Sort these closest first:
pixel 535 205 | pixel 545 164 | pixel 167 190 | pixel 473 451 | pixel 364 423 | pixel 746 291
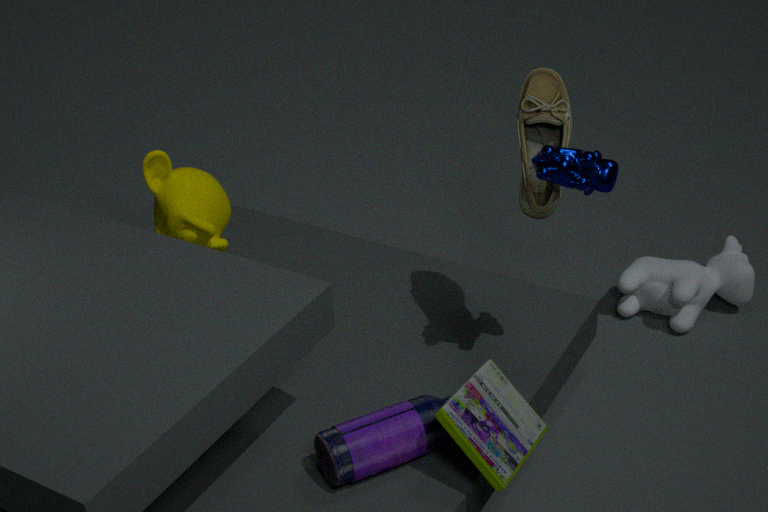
pixel 473 451
pixel 545 164
pixel 364 423
pixel 535 205
pixel 167 190
pixel 746 291
